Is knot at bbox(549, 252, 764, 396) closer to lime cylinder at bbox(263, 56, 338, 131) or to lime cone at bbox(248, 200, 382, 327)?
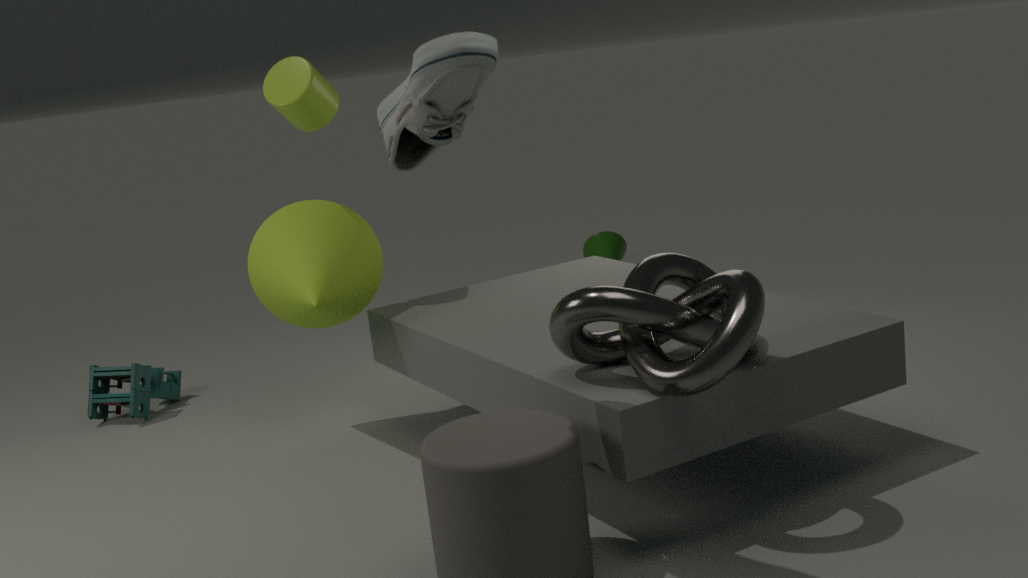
lime cone at bbox(248, 200, 382, 327)
